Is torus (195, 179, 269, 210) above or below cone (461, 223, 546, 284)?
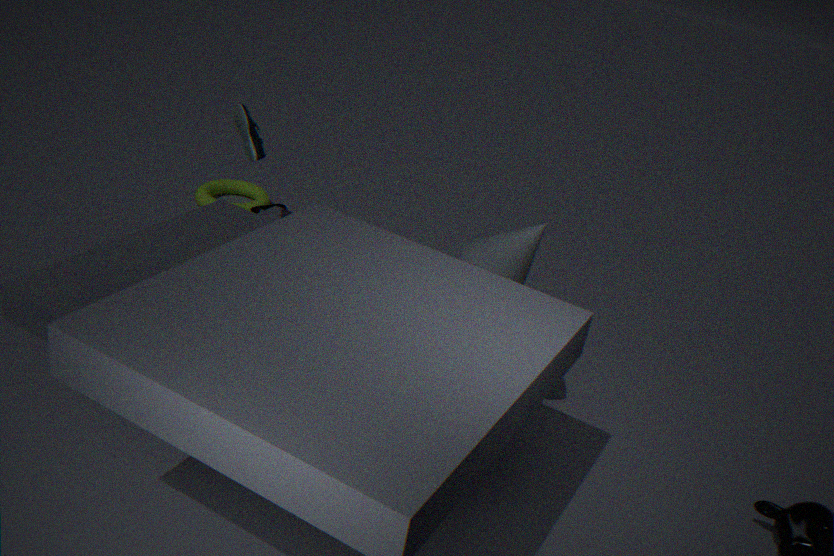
below
